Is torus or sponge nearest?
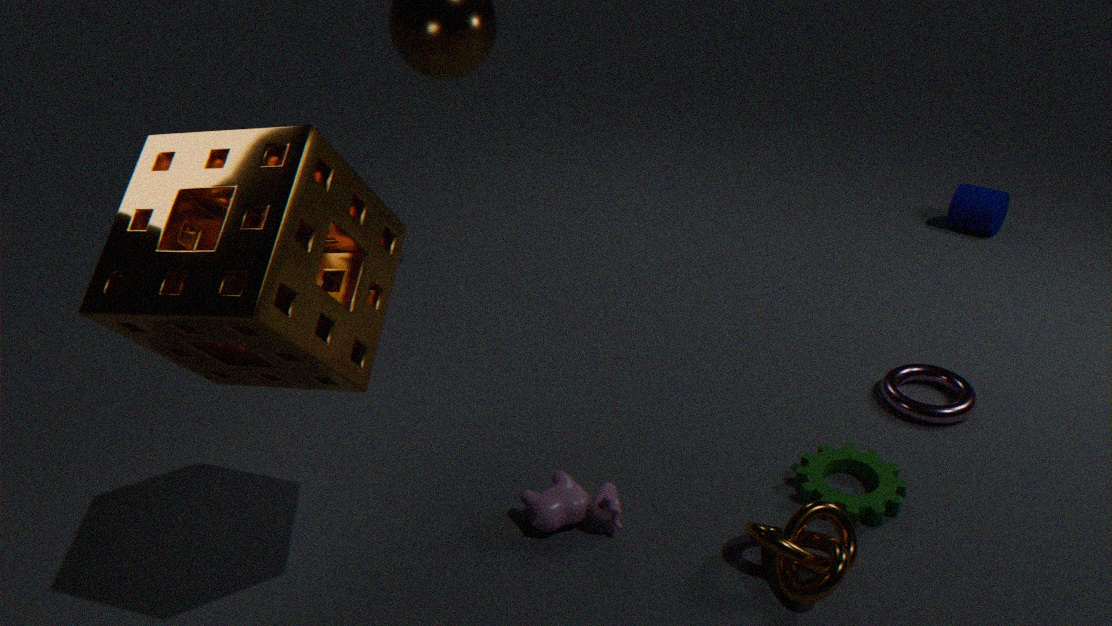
sponge
